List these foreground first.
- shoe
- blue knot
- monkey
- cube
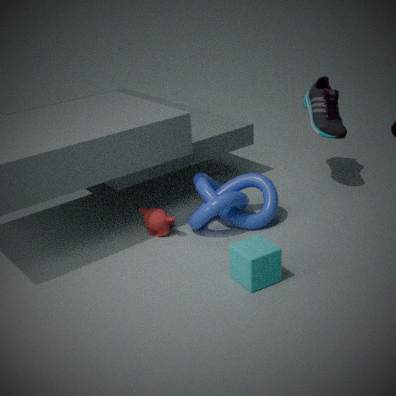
cube
blue knot
monkey
shoe
